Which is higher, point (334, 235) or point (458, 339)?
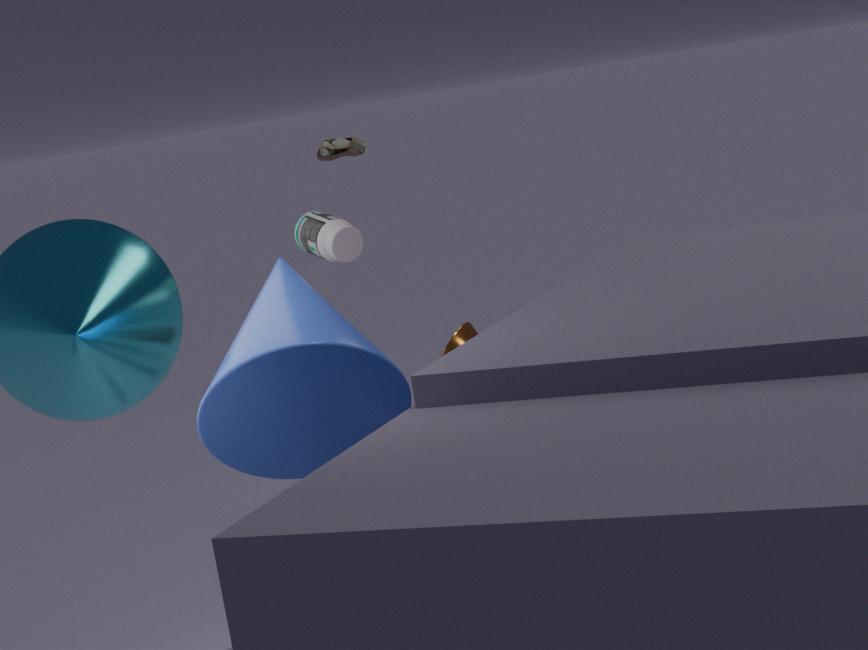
point (334, 235)
